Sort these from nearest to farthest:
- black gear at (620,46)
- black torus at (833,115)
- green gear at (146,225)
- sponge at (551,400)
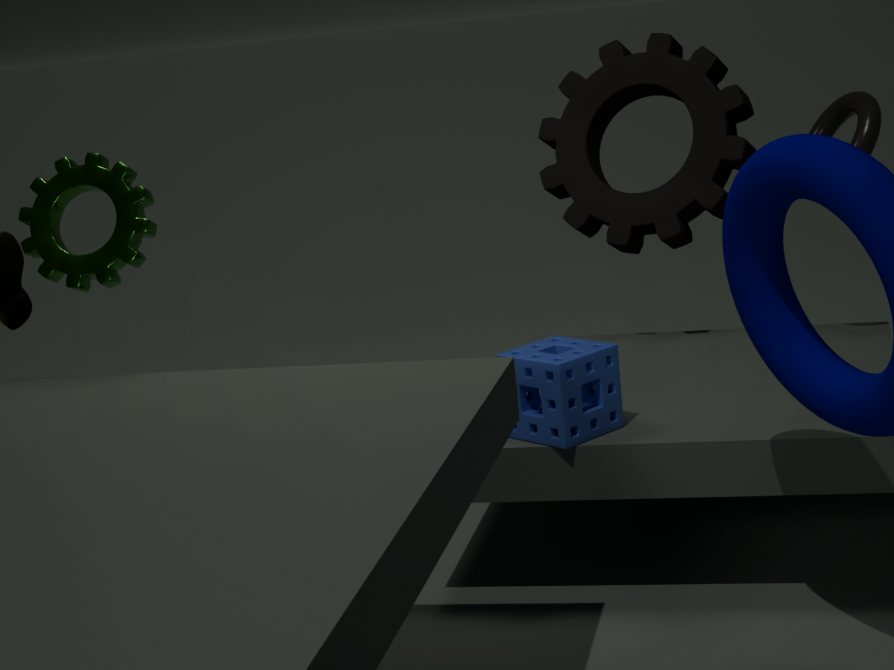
green gear at (146,225)
sponge at (551,400)
black torus at (833,115)
black gear at (620,46)
